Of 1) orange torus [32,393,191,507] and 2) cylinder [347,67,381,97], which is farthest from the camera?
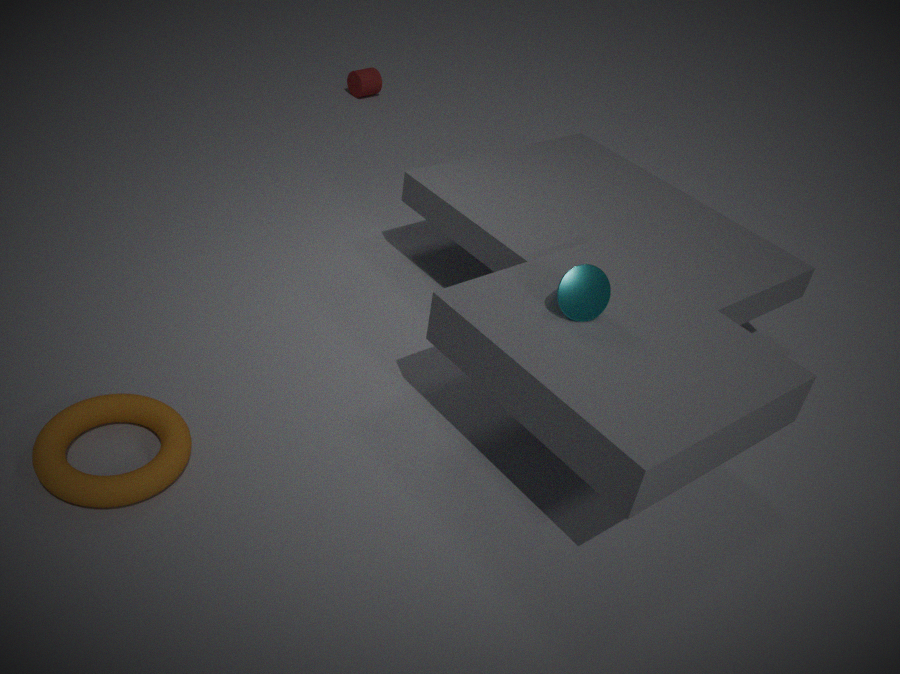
2. cylinder [347,67,381,97]
